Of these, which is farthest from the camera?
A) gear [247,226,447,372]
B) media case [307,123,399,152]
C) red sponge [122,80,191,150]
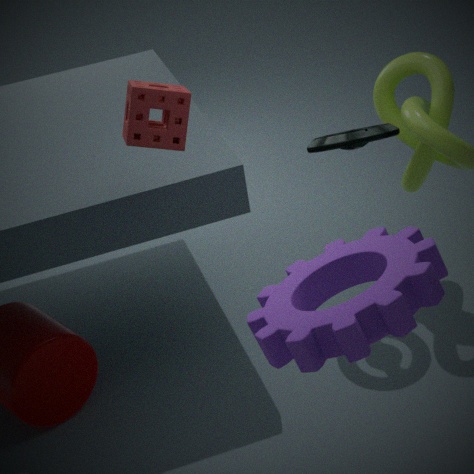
media case [307,123,399,152]
